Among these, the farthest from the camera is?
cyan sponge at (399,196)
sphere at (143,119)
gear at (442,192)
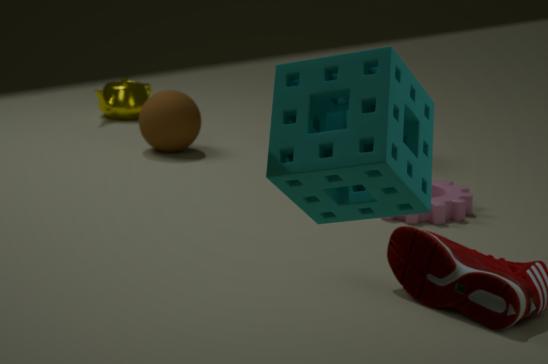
A: sphere at (143,119)
